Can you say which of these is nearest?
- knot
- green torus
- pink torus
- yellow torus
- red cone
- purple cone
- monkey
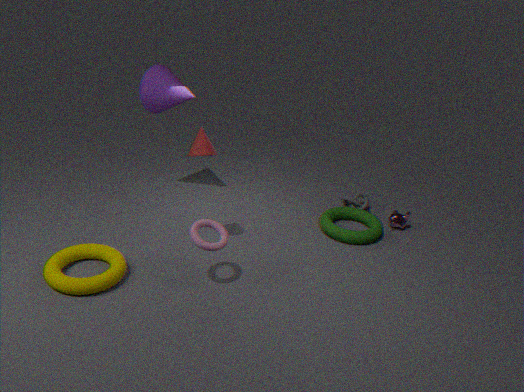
yellow torus
